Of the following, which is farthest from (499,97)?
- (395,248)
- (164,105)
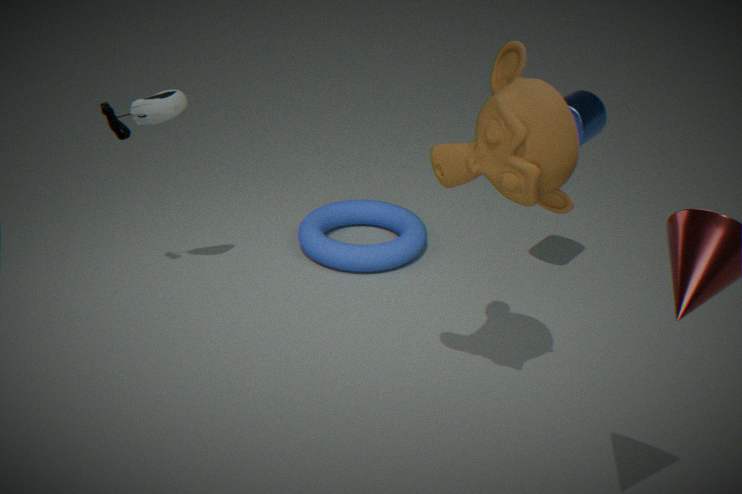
(395,248)
